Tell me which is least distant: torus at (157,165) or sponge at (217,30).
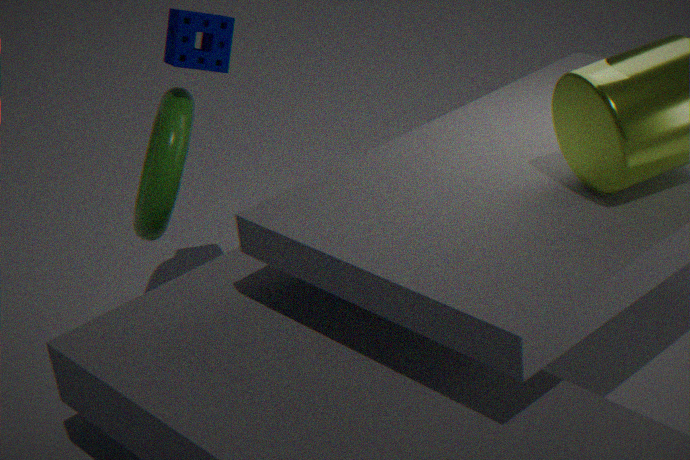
sponge at (217,30)
